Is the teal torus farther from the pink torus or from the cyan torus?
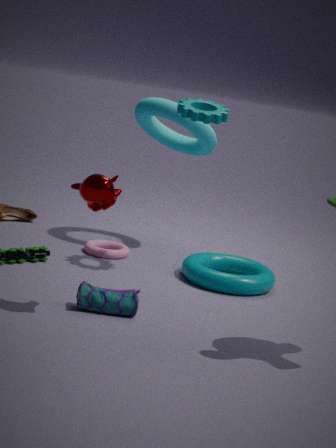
the cyan torus
